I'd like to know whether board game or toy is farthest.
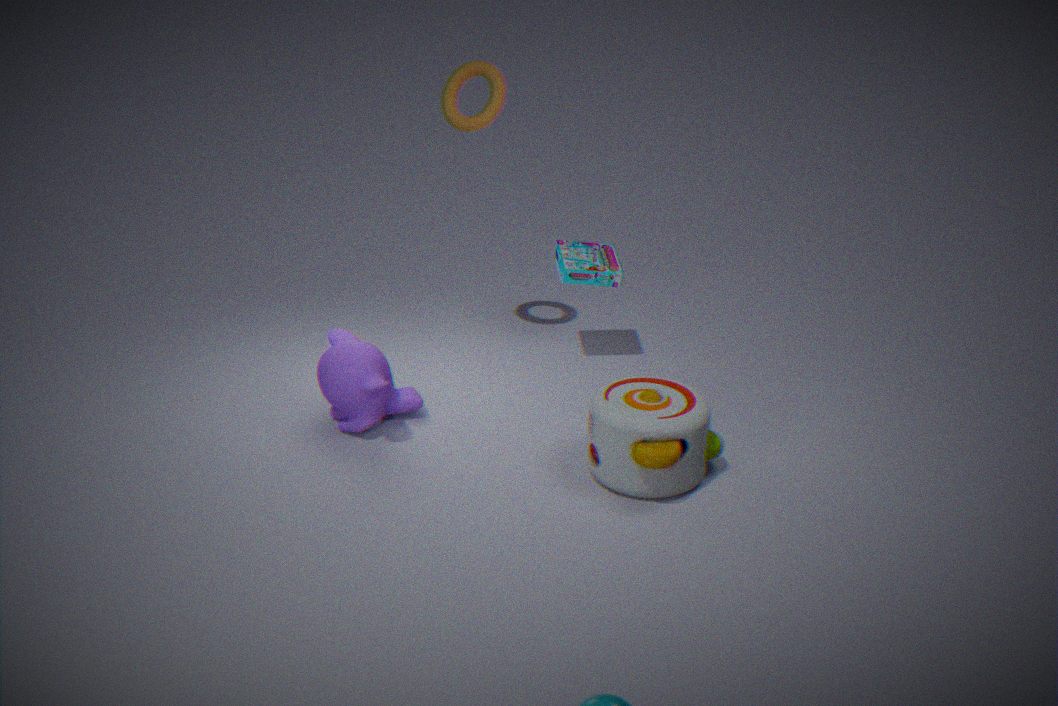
board game
